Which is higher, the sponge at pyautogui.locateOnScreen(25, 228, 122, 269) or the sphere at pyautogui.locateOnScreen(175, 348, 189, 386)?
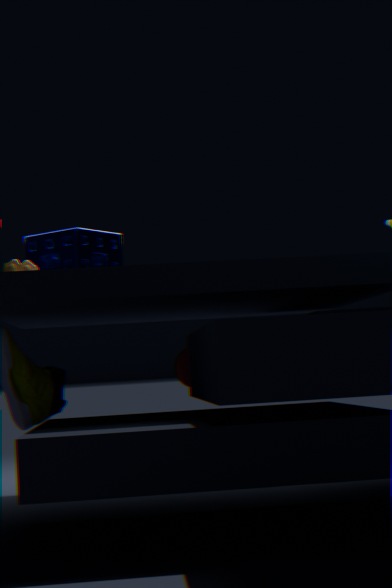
the sponge at pyautogui.locateOnScreen(25, 228, 122, 269)
